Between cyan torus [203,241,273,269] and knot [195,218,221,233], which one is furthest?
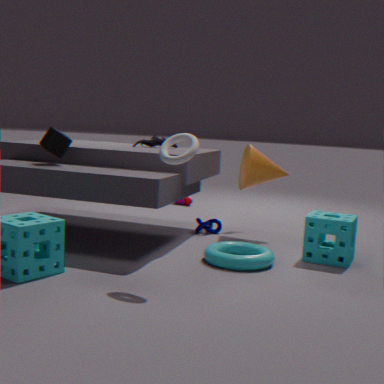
knot [195,218,221,233]
